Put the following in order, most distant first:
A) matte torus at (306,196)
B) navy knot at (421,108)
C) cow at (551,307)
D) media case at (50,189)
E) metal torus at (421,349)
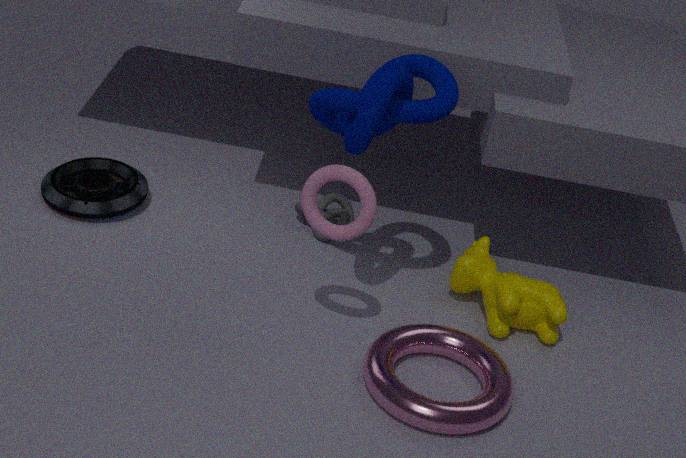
media case at (50,189) < cow at (551,307) < matte torus at (306,196) < navy knot at (421,108) < metal torus at (421,349)
